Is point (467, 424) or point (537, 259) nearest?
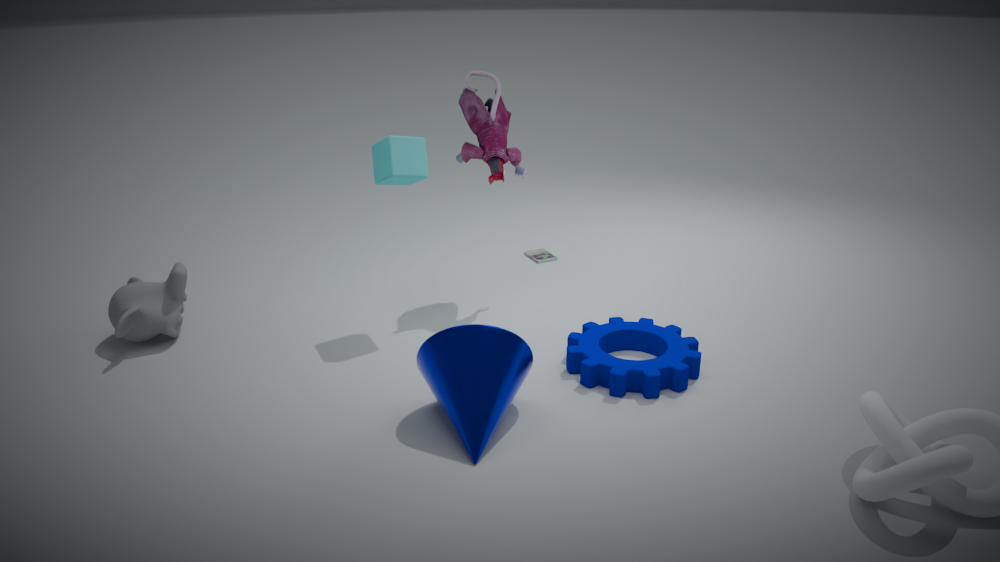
point (467, 424)
